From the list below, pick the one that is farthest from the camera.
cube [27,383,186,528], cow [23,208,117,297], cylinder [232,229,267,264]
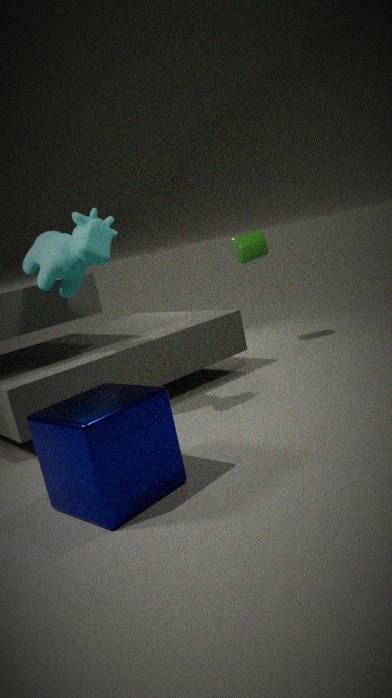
cylinder [232,229,267,264]
